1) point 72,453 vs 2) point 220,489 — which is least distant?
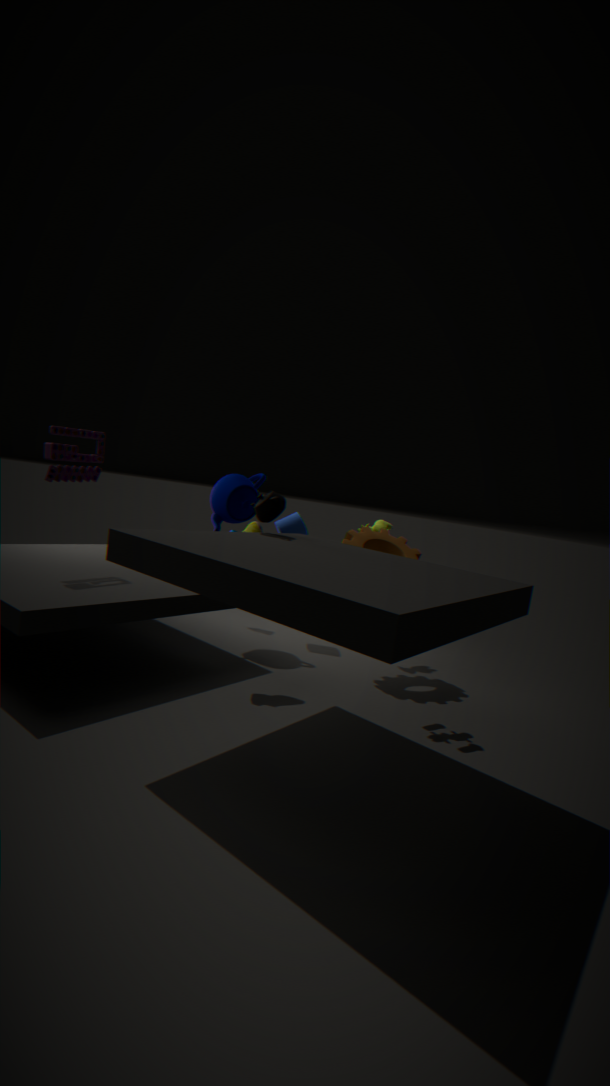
1. point 72,453
